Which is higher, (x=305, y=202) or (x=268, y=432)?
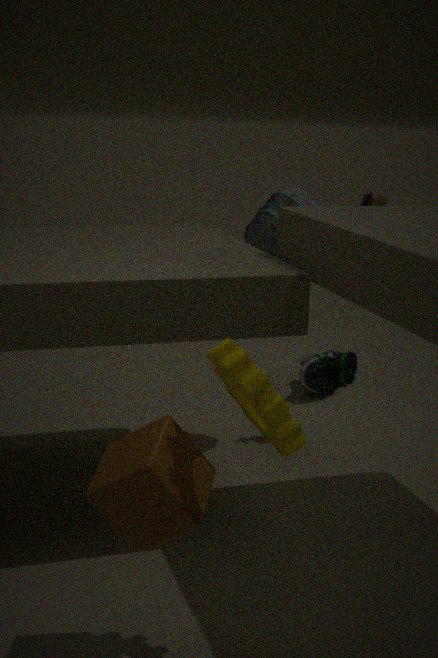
(x=305, y=202)
